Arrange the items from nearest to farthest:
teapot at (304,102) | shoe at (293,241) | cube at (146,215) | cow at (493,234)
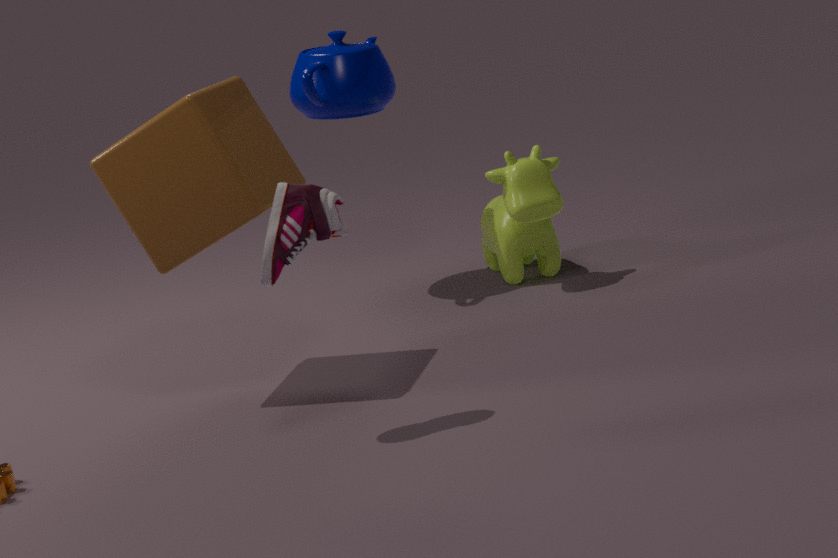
shoe at (293,241), cube at (146,215), cow at (493,234), teapot at (304,102)
